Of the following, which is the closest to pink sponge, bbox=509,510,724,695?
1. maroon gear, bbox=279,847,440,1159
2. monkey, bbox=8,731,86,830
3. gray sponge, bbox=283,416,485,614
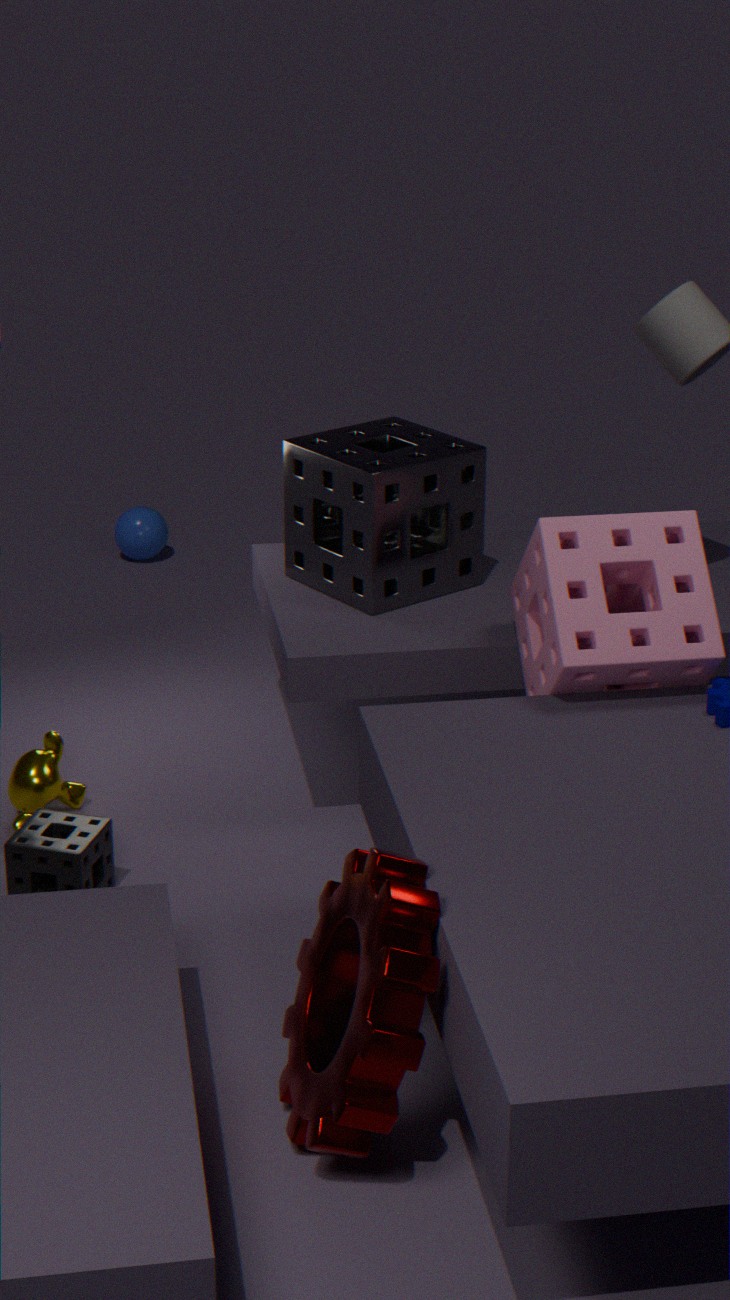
gray sponge, bbox=283,416,485,614
